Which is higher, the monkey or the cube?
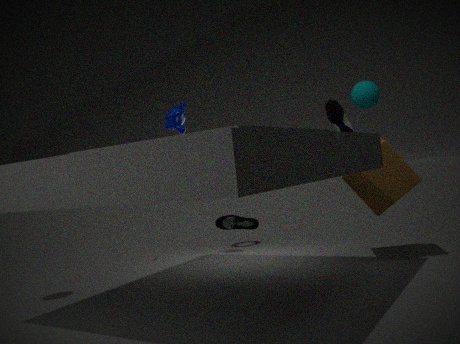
the monkey
